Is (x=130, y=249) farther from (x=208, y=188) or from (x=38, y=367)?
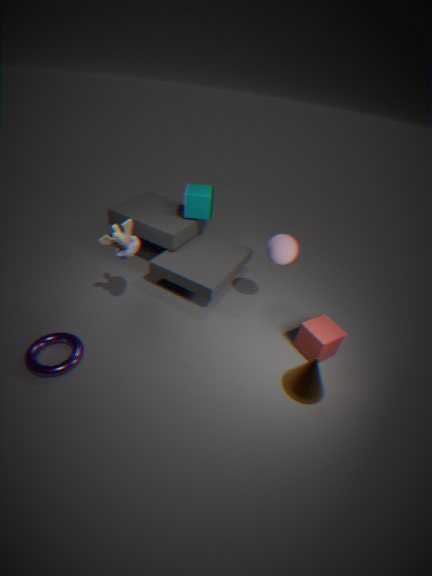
(x=208, y=188)
